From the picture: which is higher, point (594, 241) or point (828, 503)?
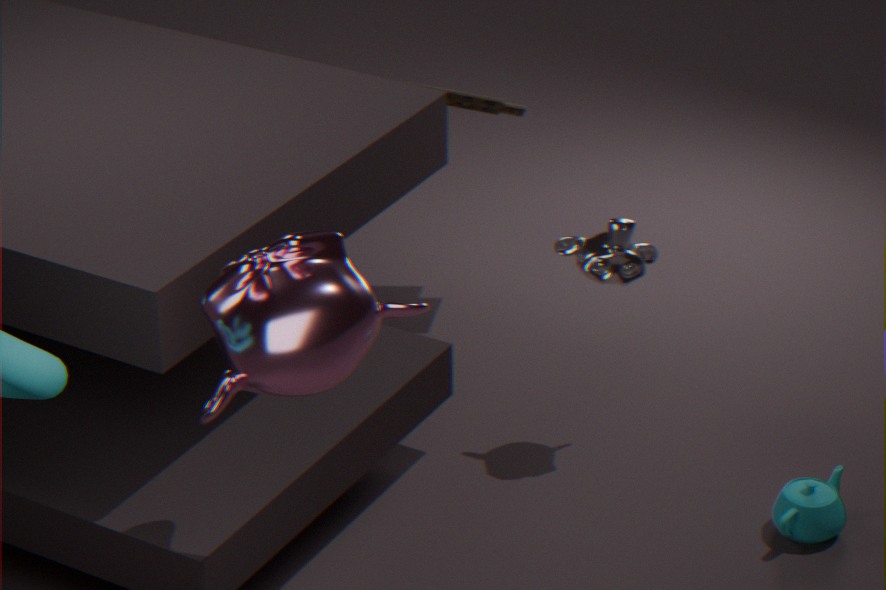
point (594, 241)
